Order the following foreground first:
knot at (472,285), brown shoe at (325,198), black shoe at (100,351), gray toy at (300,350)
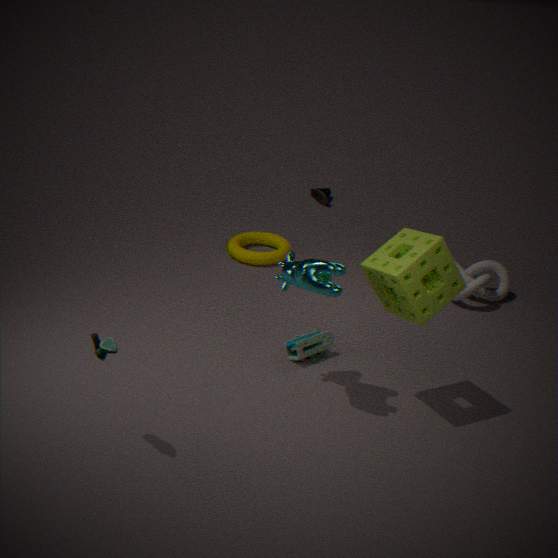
1. black shoe at (100,351)
2. gray toy at (300,350)
3. knot at (472,285)
4. brown shoe at (325,198)
